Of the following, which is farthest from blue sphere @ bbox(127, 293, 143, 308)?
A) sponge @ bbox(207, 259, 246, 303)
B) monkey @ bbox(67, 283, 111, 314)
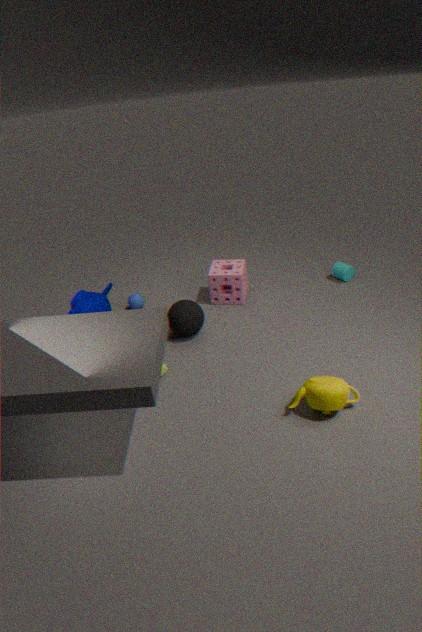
monkey @ bbox(67, 283, 111, 314)
